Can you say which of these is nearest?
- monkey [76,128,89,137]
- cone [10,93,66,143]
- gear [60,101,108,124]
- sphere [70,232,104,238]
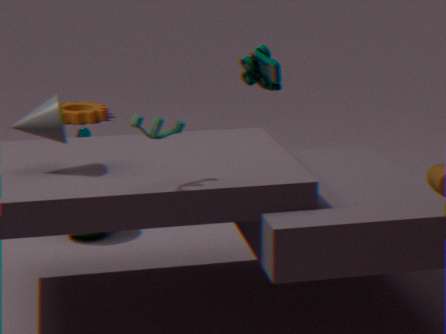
cone [10,93,66,143]
